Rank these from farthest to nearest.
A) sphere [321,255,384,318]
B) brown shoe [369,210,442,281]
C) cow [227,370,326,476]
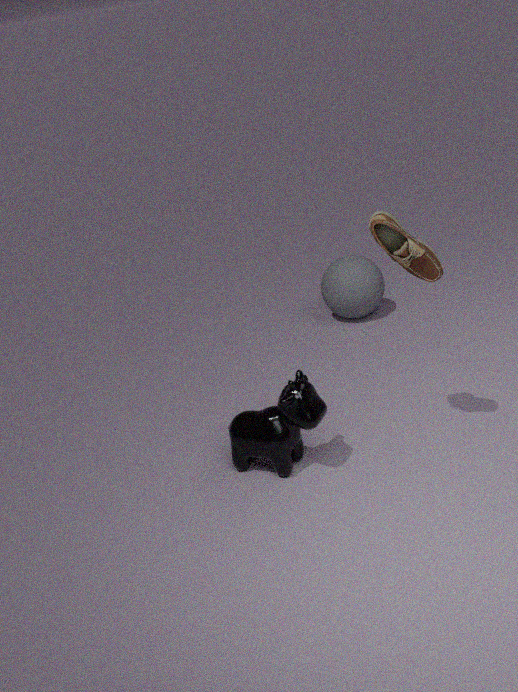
A. sphere [321,255,384,318] → C. cow [227,370,326,476] → B. brown shoe [369,210,442,281]
